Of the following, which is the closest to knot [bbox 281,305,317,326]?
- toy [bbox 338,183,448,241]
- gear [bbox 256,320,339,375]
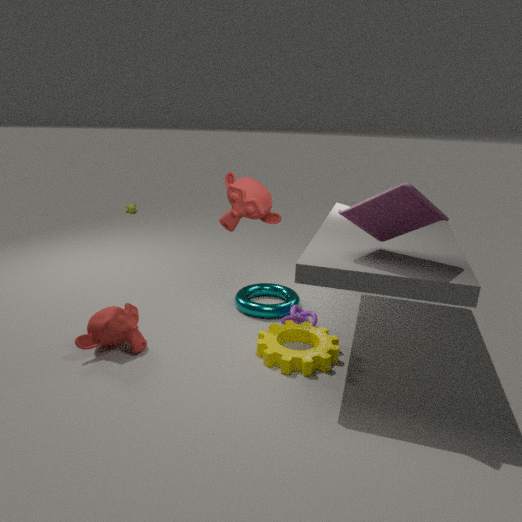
gear [bbox 256,320,339,375]
